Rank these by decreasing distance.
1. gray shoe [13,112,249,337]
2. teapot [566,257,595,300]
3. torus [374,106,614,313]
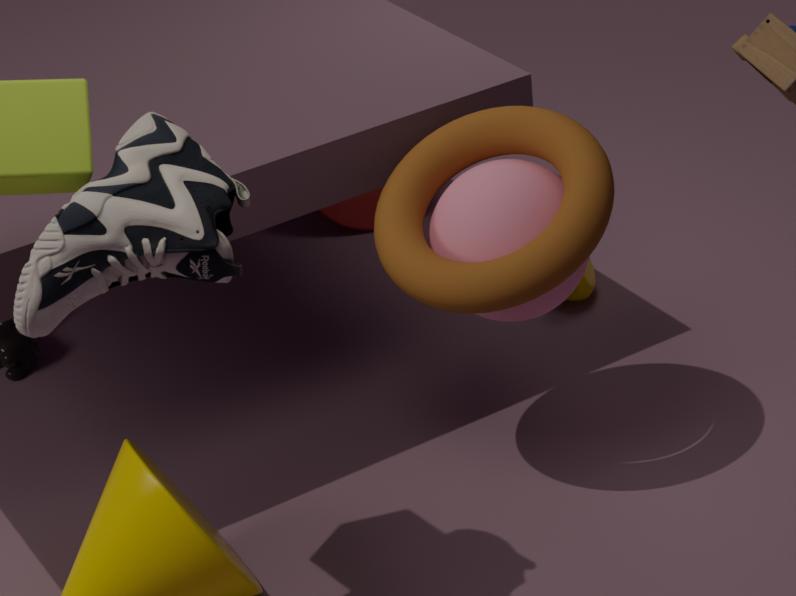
1. teapot [566,257,595,300]
2. torus [374,106,614,313]
3. gray shoe [13,112,249,337]
